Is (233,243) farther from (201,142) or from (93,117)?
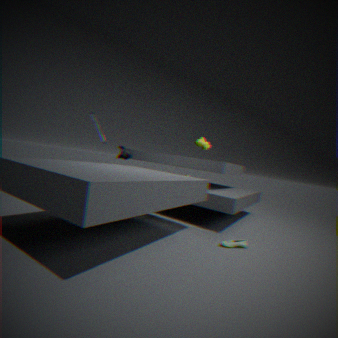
(93,117)
